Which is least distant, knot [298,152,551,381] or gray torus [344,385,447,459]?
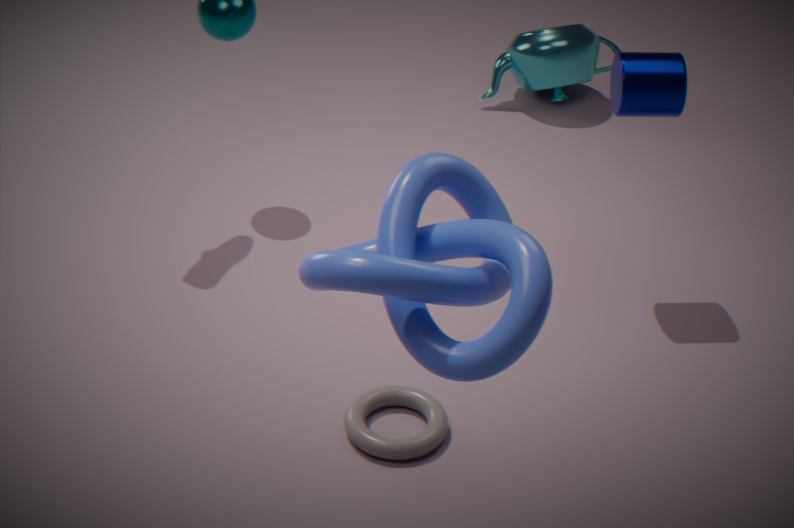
knot [298,152,551,381]
